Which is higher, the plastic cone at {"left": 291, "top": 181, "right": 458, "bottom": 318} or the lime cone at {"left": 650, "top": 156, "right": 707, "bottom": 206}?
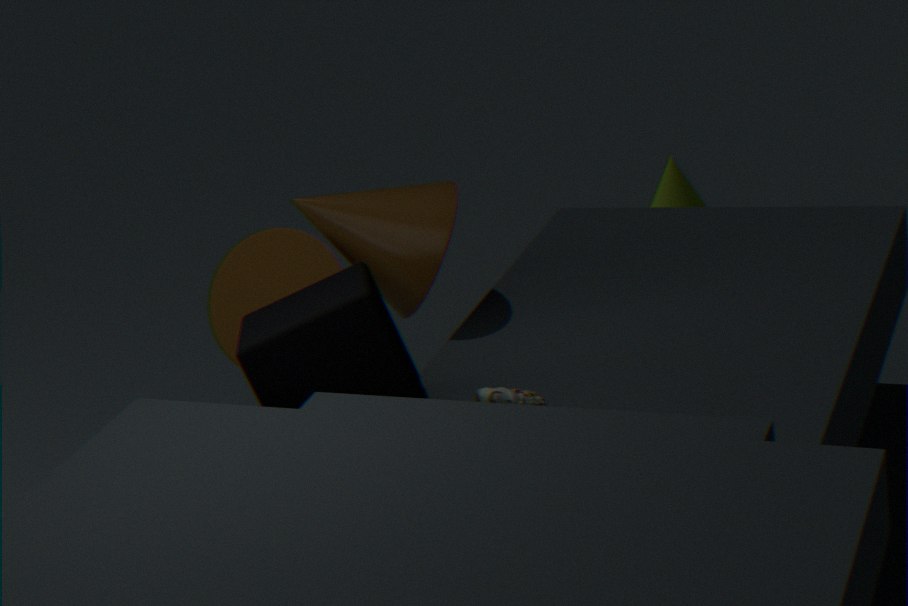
the plastic cone at {"left": 291, "top": 181, "right": 458, "bottom": 318}
